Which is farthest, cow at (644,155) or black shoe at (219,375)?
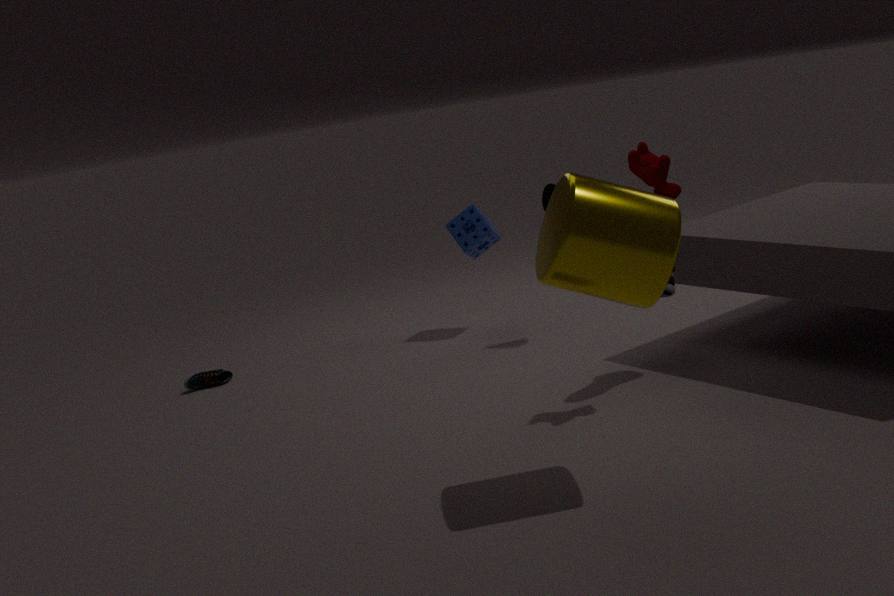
black shoe at (219,375)
